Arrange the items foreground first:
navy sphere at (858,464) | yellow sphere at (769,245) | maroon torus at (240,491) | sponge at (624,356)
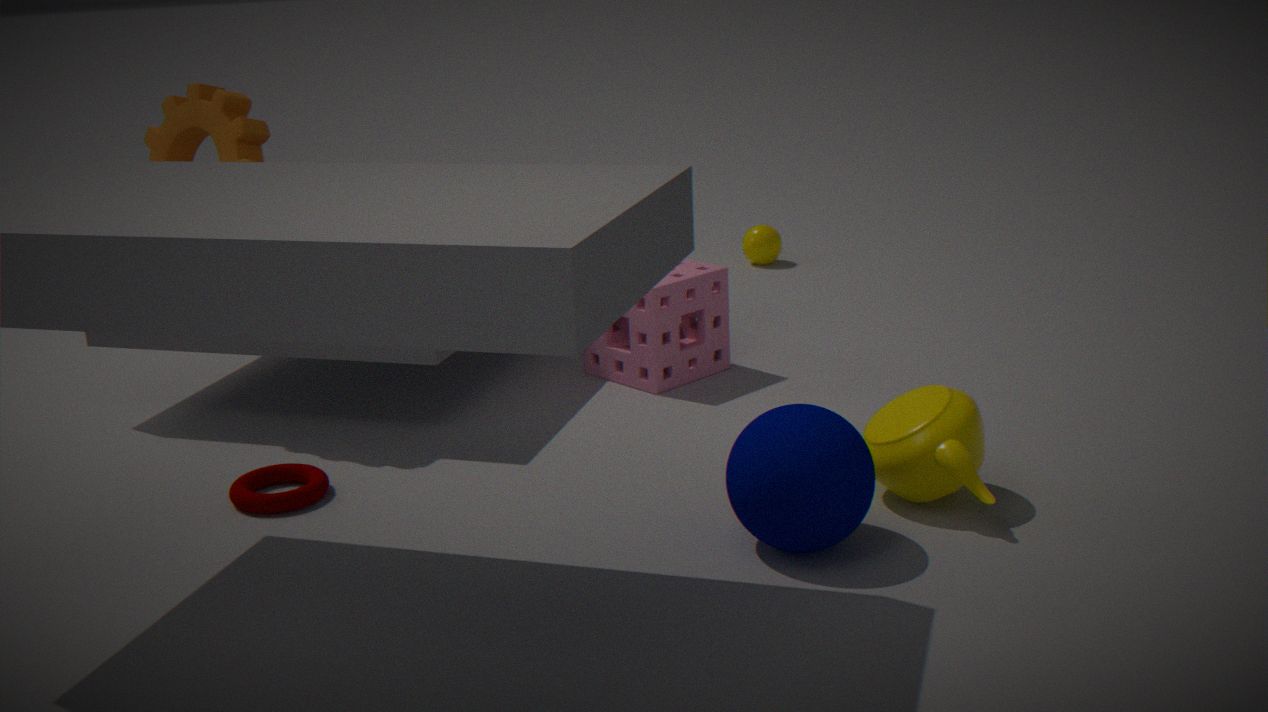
navy sphere at (858,464), maroon torus at (240,491), sponge at (624,356), yellow sphere at (769,245)
